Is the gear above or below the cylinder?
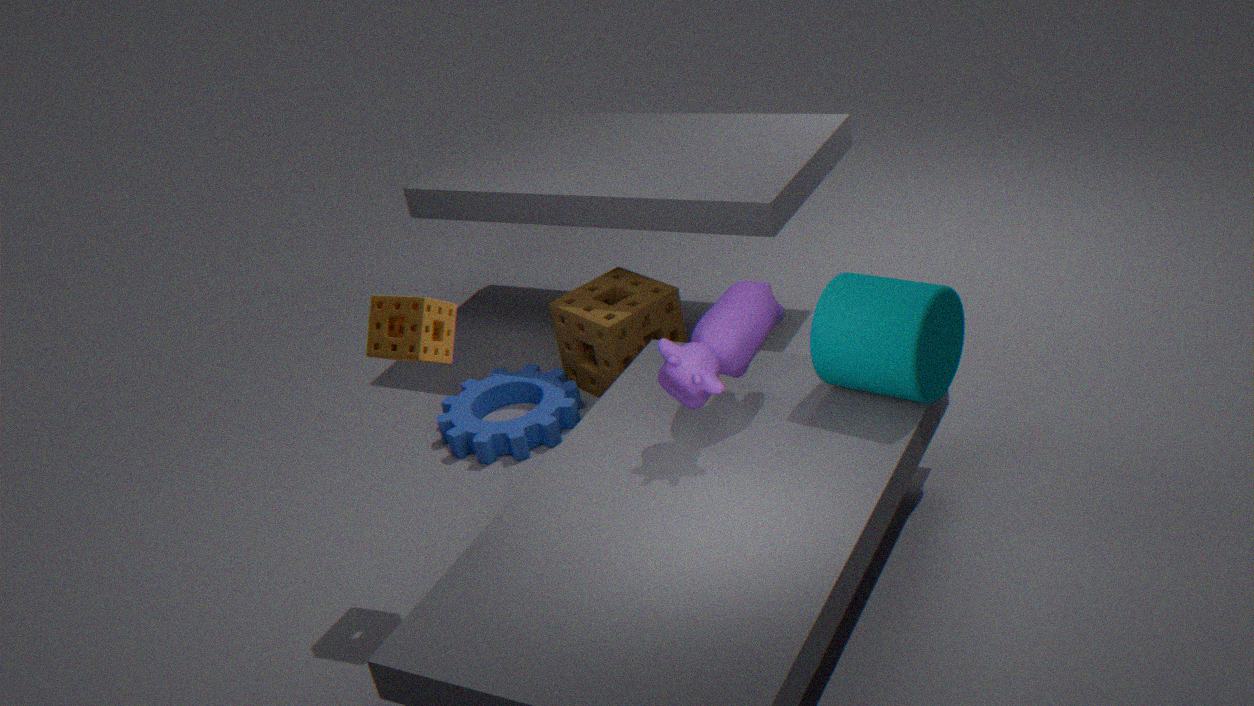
below
